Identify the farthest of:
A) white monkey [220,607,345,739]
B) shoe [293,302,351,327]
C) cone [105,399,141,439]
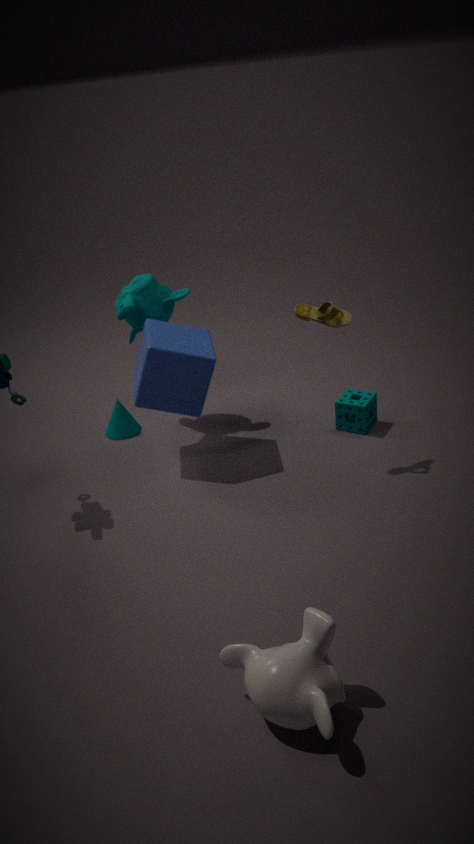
C. cone [105,399,141,439]
